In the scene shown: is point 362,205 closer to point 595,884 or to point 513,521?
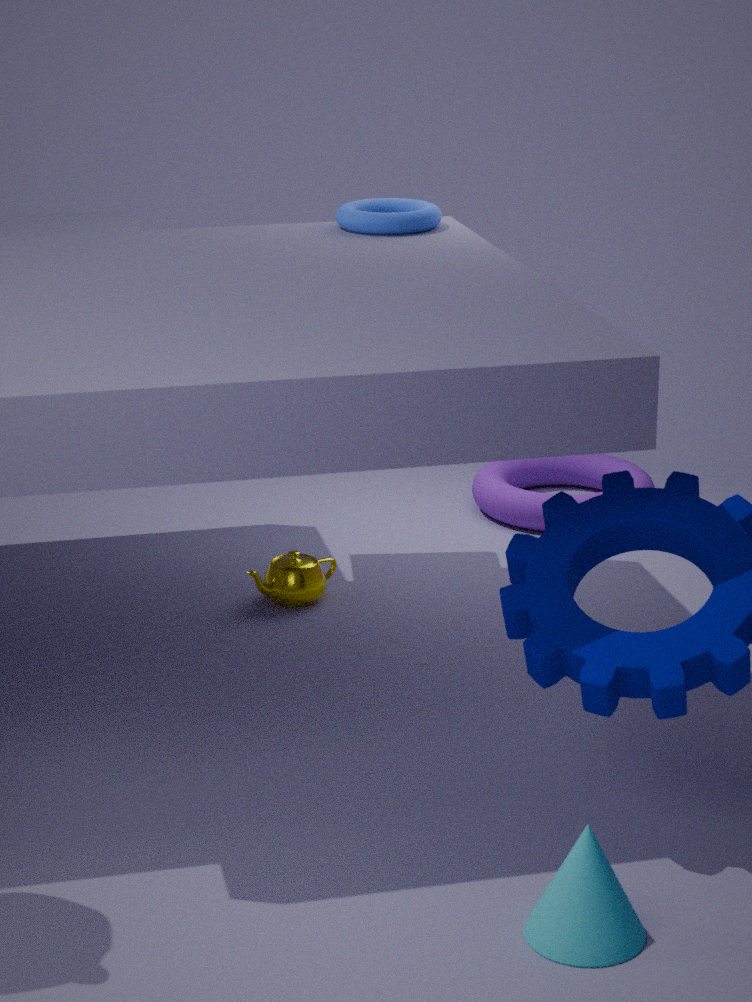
point 513,521
